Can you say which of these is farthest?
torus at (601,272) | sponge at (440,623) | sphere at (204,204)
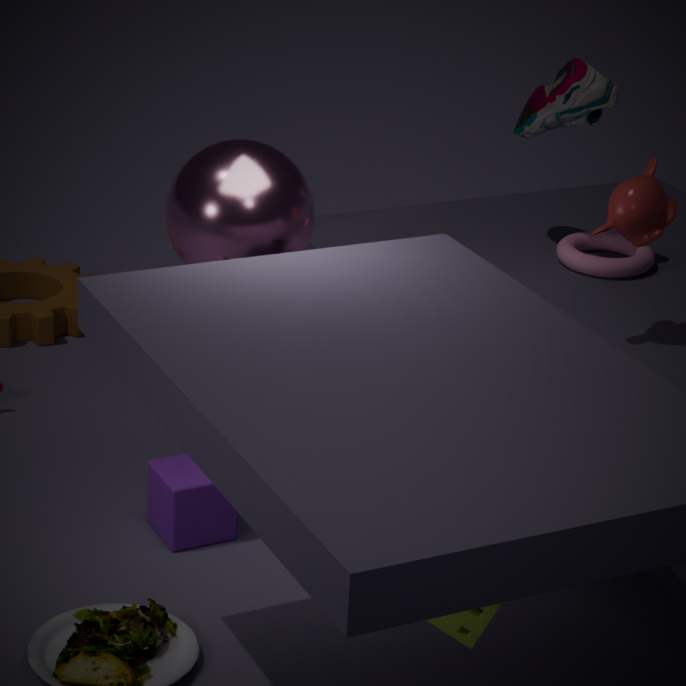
torus at (601,272)
